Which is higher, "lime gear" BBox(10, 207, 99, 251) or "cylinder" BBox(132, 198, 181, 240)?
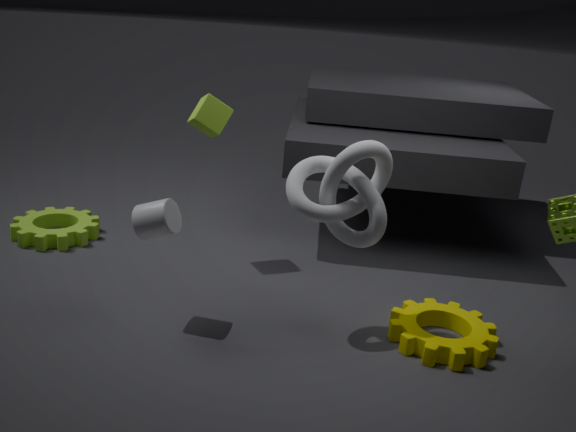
"cylinder" BBox(132, 198, 181, 240)
